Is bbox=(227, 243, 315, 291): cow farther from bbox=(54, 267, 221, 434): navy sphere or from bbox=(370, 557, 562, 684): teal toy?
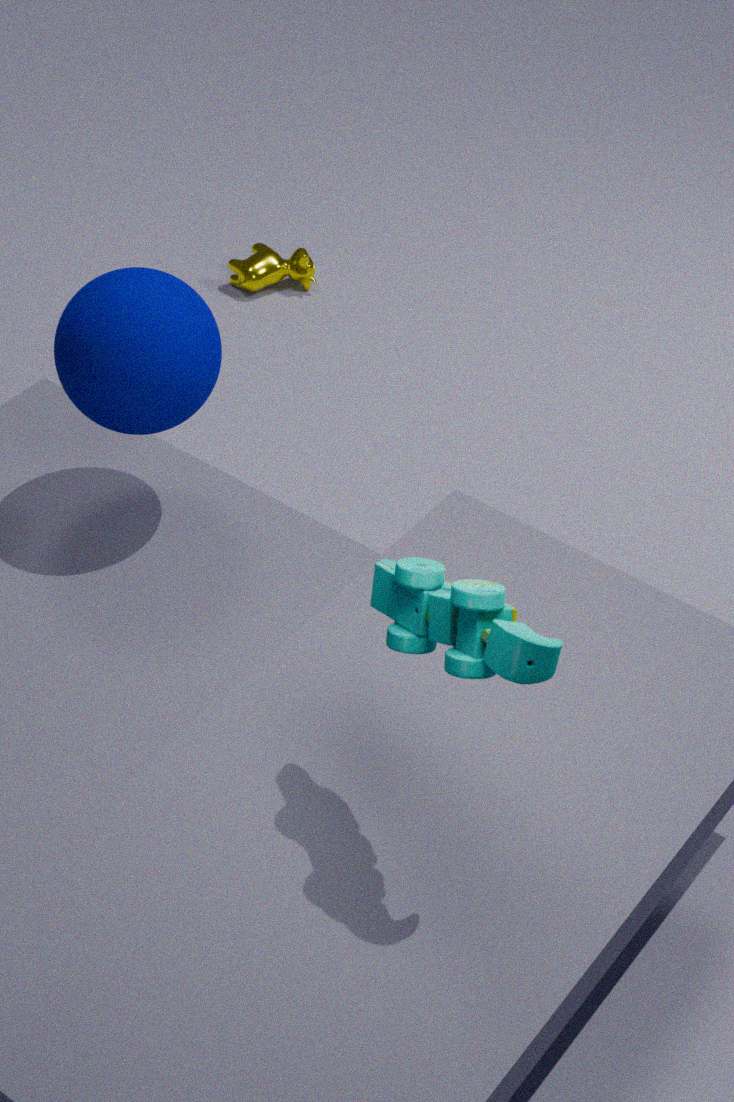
bbox=(370, 557, 562, 684): teal toy
